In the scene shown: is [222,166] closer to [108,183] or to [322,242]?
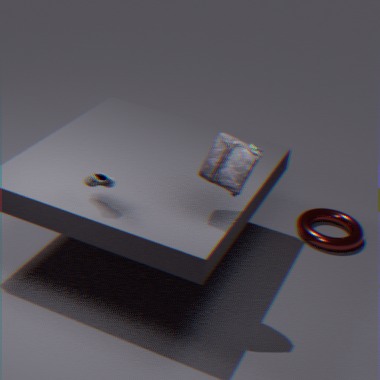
[108,183]
